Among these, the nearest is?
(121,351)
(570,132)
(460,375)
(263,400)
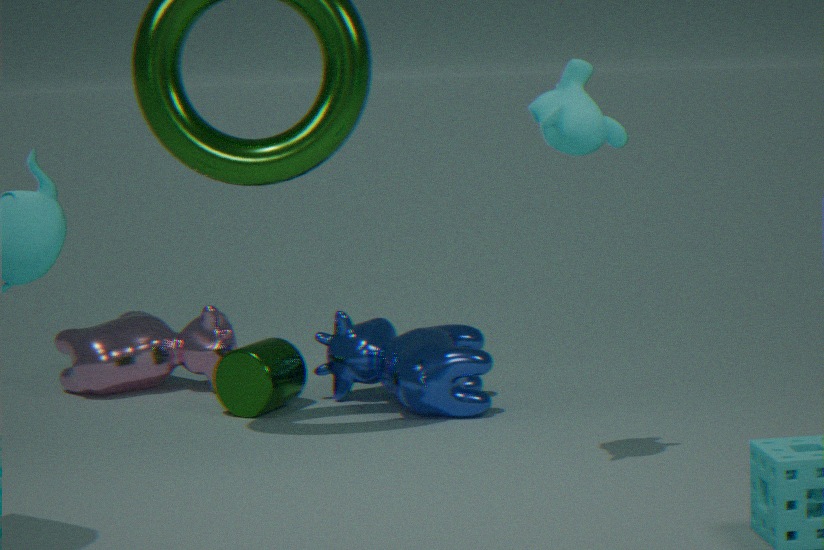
(570,132)
